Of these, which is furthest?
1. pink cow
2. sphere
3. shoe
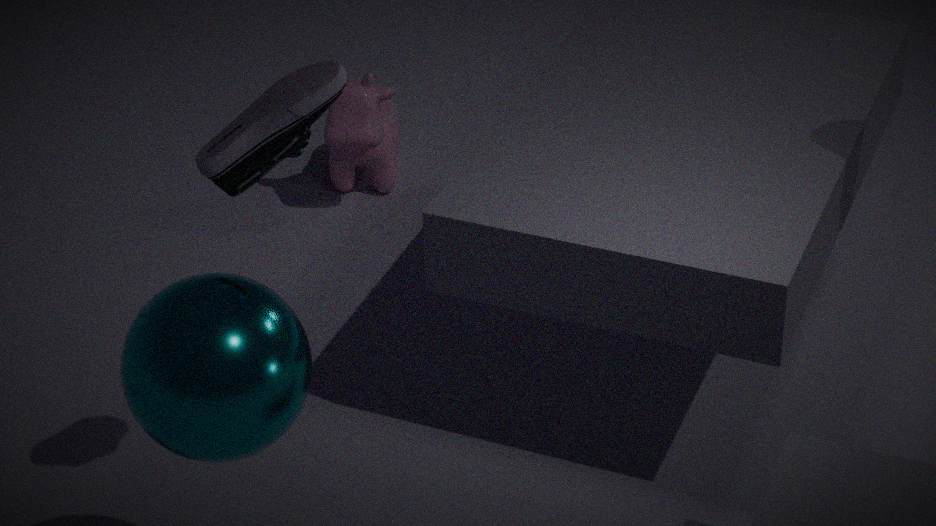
pink cow
